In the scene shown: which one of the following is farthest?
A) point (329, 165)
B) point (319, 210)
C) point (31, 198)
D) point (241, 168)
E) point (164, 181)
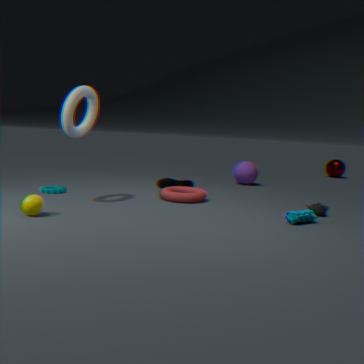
point (329, 165)
